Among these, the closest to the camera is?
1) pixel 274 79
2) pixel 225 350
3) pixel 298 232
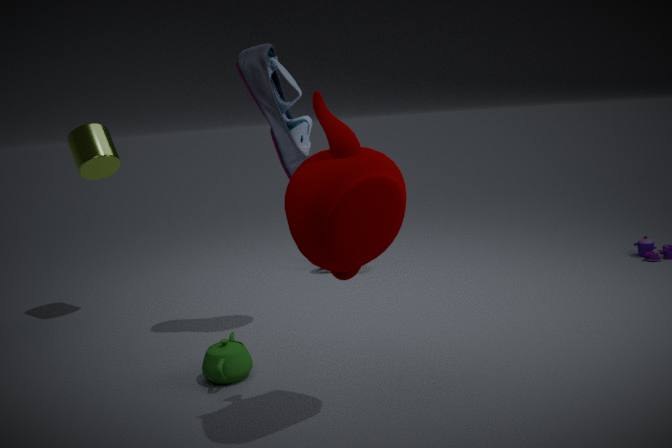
3. pixel 298 232
